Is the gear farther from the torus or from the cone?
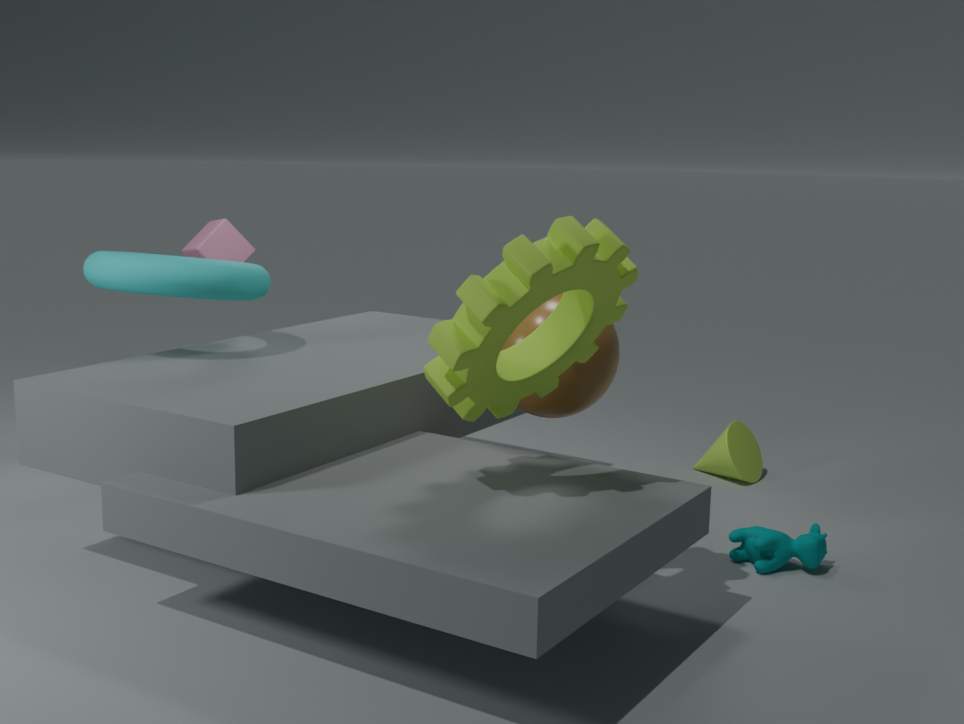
the cone
